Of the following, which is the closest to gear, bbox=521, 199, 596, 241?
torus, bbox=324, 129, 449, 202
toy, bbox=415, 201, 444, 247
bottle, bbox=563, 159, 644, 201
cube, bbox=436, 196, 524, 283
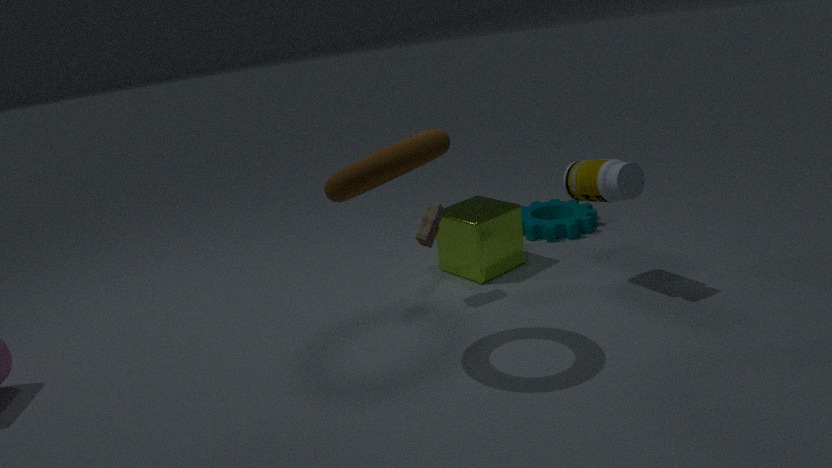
cube, bbox=436, 196, 524, 283
